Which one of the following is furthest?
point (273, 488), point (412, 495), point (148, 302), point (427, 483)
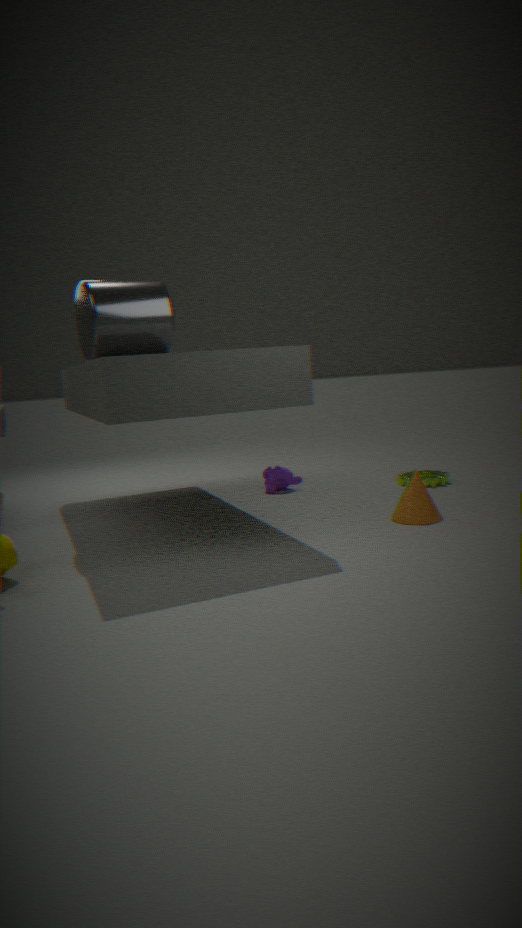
point (273, 488)
